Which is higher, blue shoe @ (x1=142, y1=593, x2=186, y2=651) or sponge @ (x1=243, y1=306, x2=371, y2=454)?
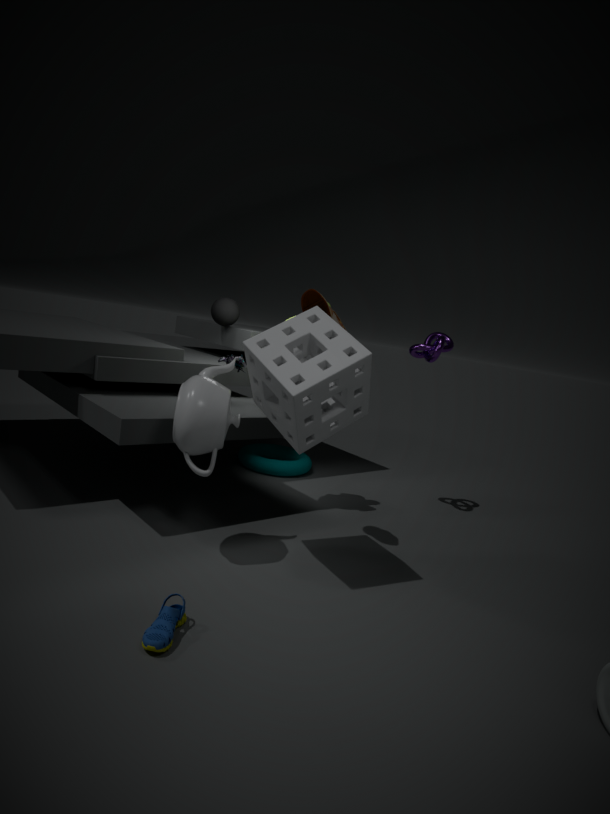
sponge @ (x1=243, y1=306, x2=371, y2=454)
